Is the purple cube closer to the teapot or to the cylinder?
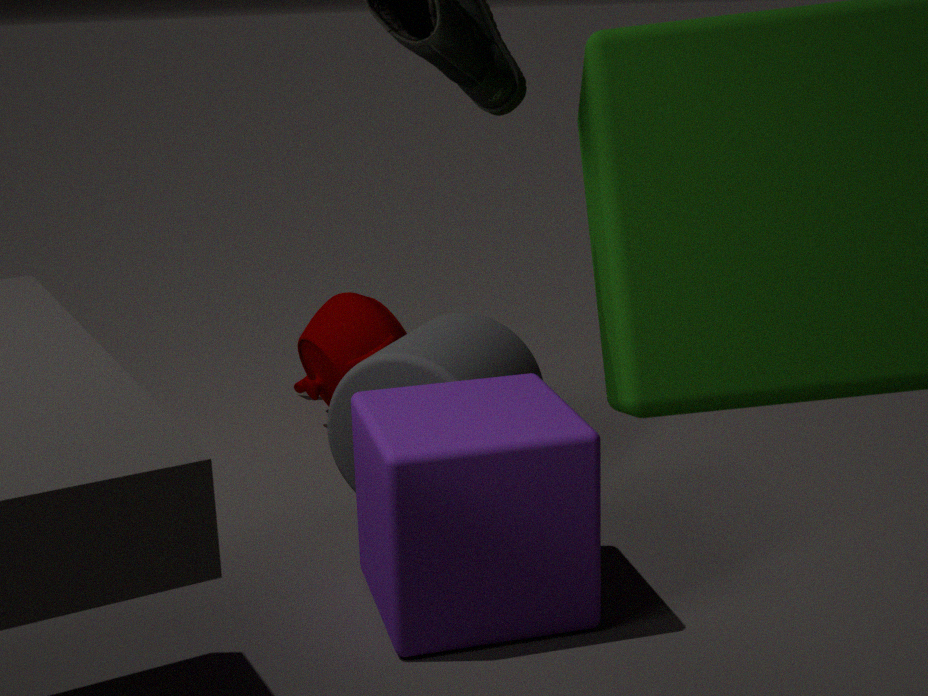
the cylinder
